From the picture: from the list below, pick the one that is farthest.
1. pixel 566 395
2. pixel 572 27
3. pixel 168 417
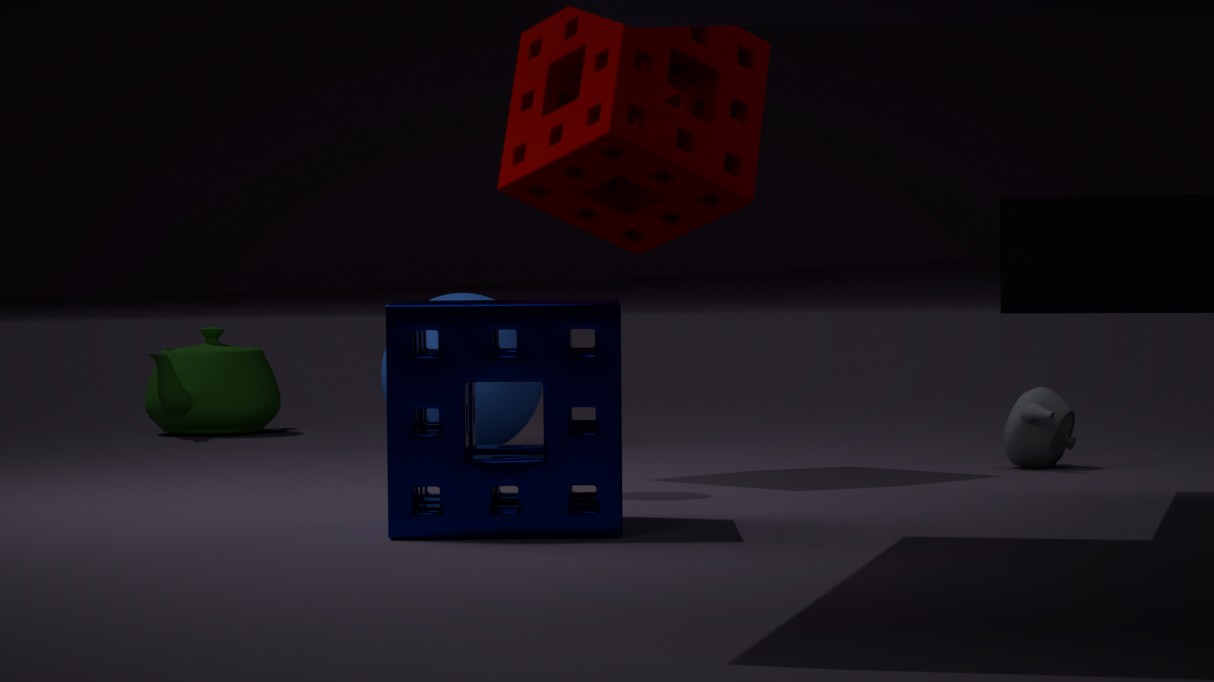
pixel 168 417
